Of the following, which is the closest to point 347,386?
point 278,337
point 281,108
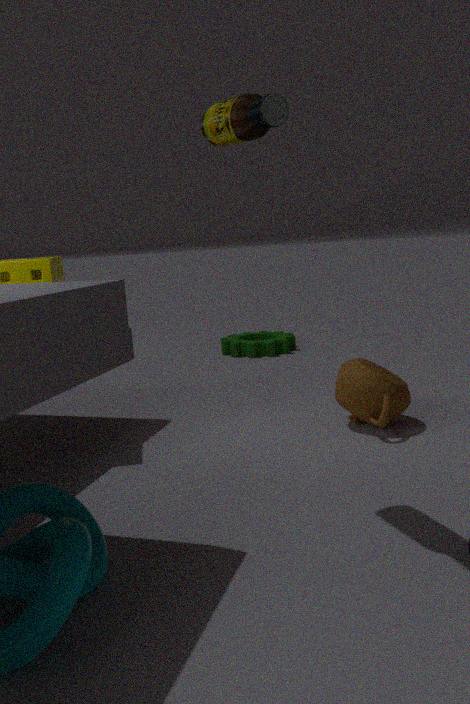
point 281,108
